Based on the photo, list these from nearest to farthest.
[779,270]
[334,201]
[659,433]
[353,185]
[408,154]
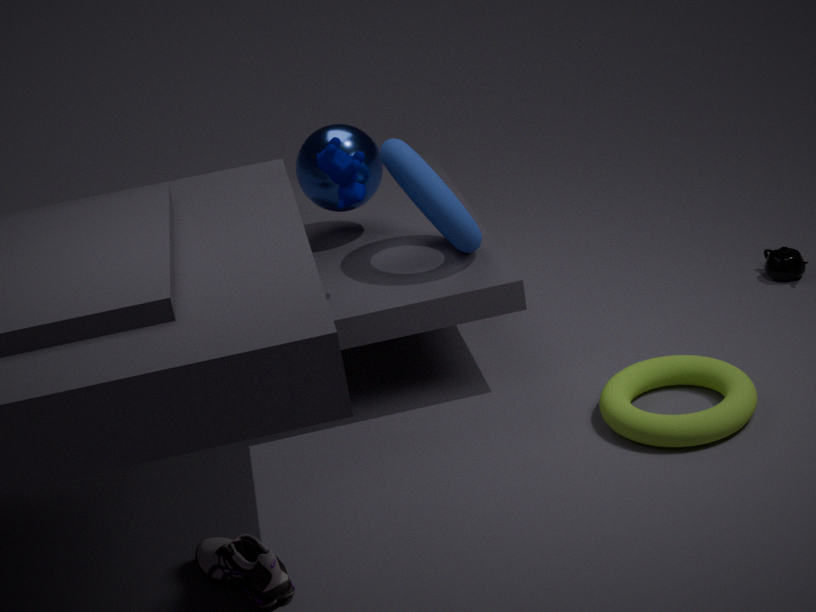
[659,433] < [353,185] < [408,154] < [334,201] < [779,270]
